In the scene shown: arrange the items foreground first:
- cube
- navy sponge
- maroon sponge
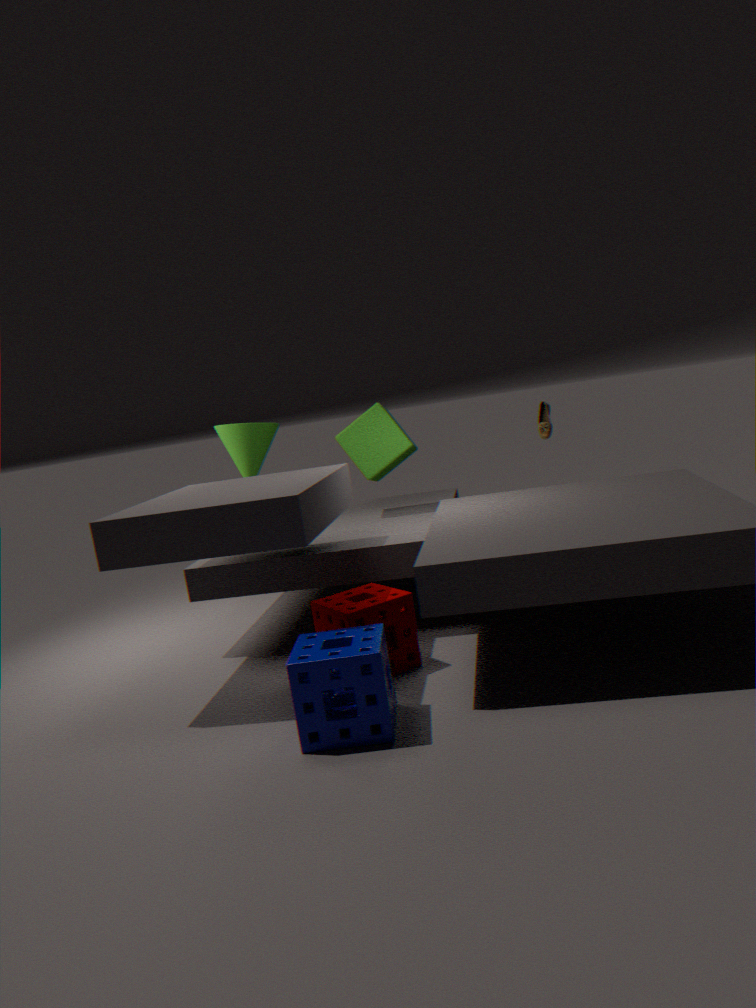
navy sponge, maroon sponge, cube
